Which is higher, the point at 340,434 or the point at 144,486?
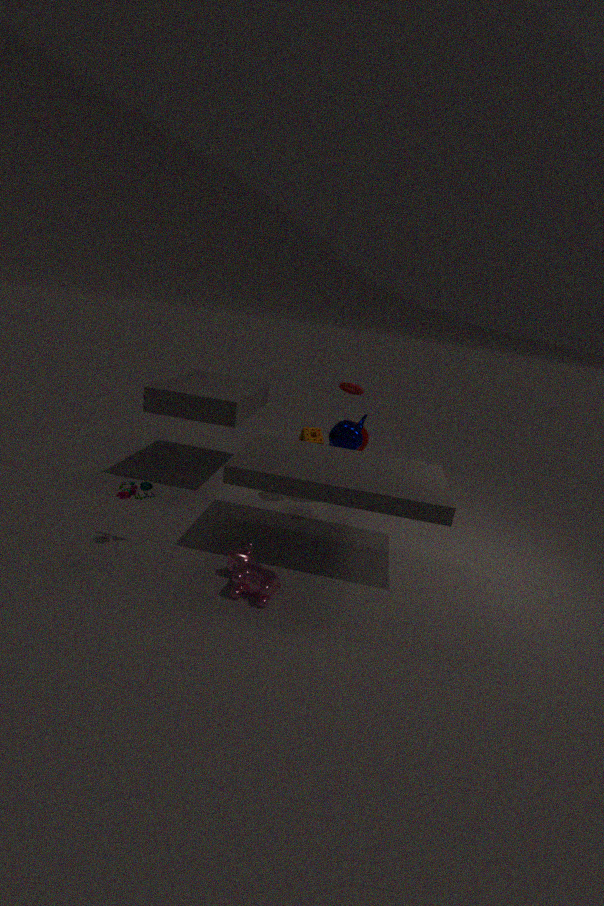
the point at 340,434
